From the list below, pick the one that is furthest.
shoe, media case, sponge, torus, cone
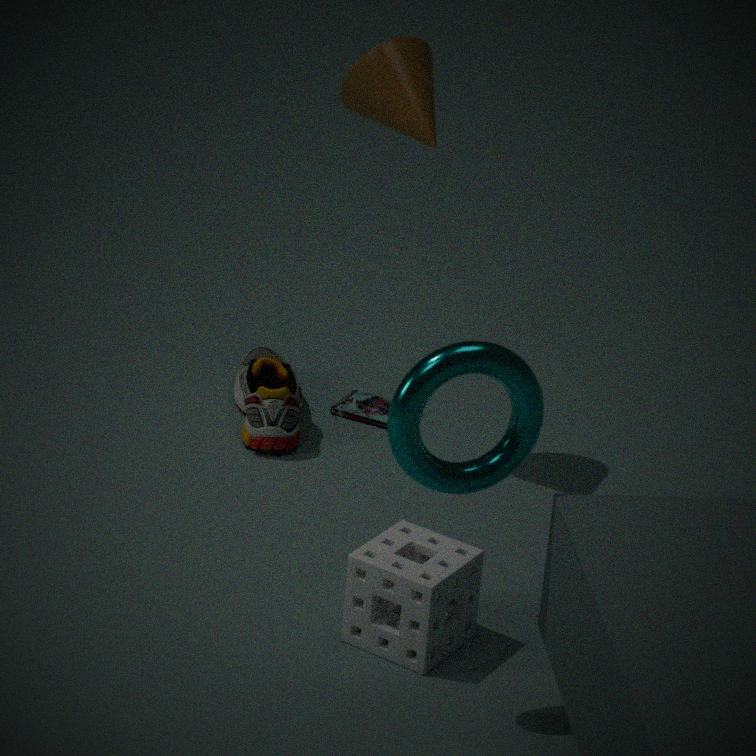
media case
